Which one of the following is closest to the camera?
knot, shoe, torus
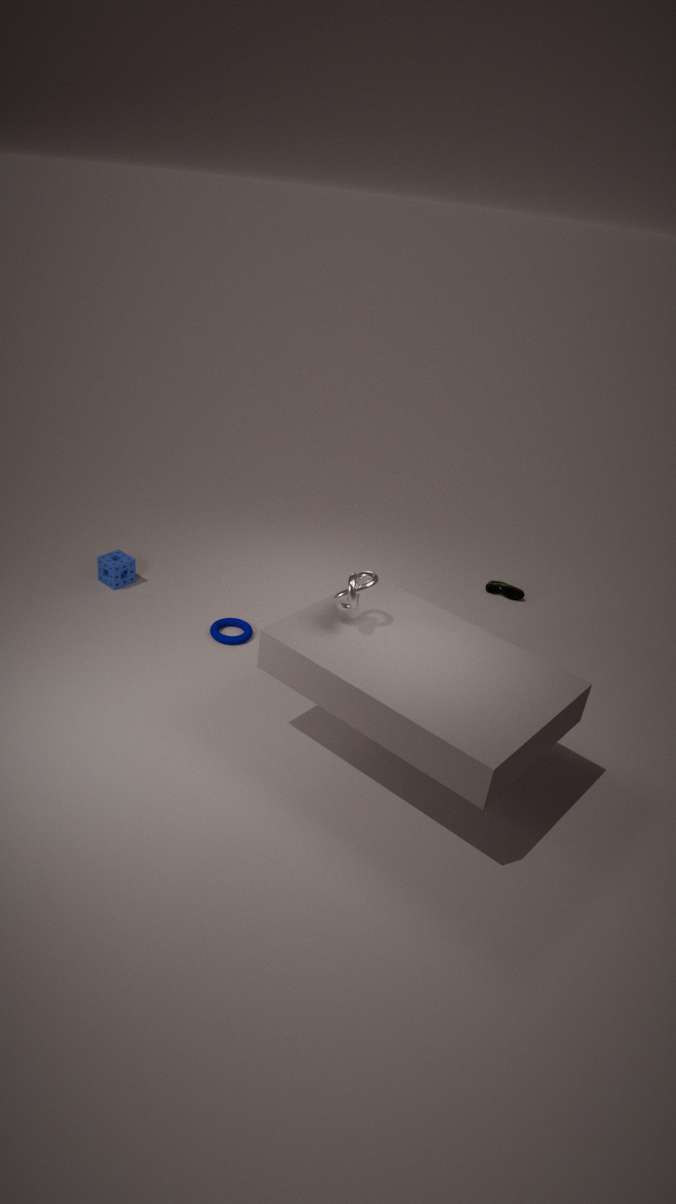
knot
